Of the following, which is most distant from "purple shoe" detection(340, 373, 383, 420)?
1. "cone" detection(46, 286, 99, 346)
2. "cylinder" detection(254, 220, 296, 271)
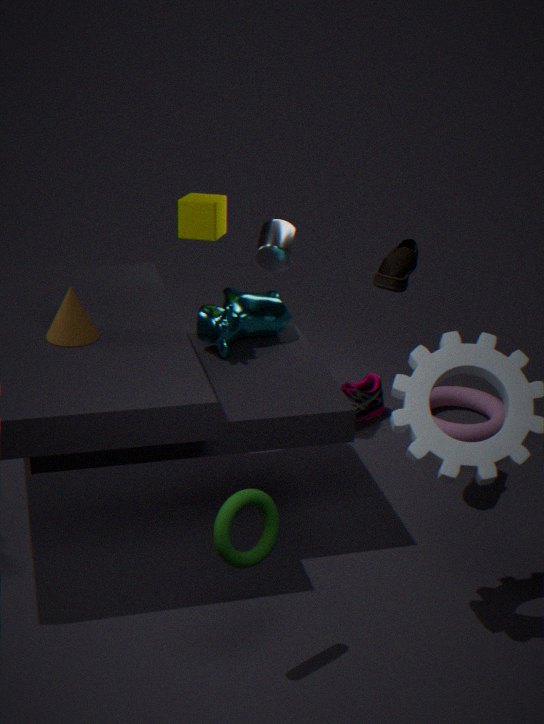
"cone" detection(46, 286, 99, 346)
